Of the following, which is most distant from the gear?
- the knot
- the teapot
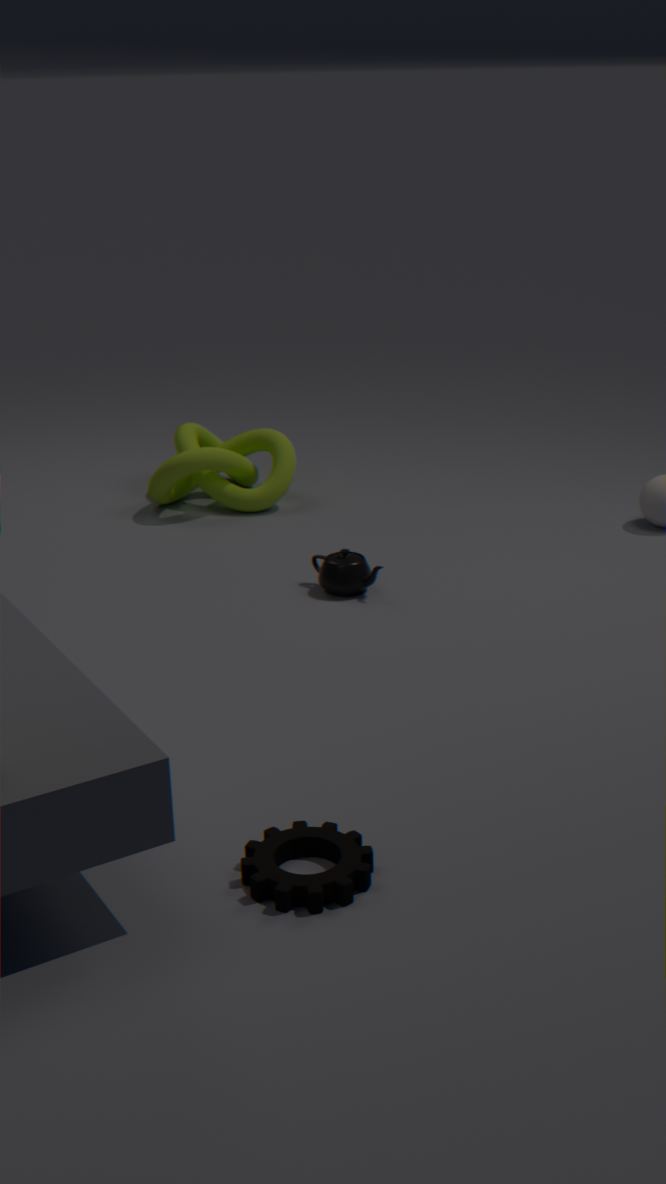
the knot
